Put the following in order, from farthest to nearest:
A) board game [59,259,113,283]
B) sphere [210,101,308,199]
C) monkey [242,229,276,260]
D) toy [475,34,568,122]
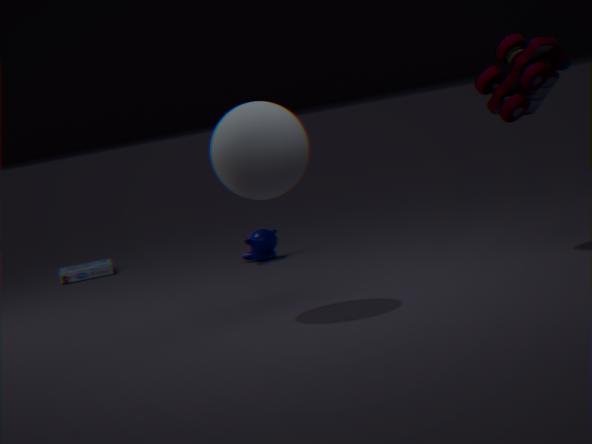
board game [59,259,113,283] < monkey [242,229,276,260] < toy [475,34,568,122] < sphere [210,101,308,199]
